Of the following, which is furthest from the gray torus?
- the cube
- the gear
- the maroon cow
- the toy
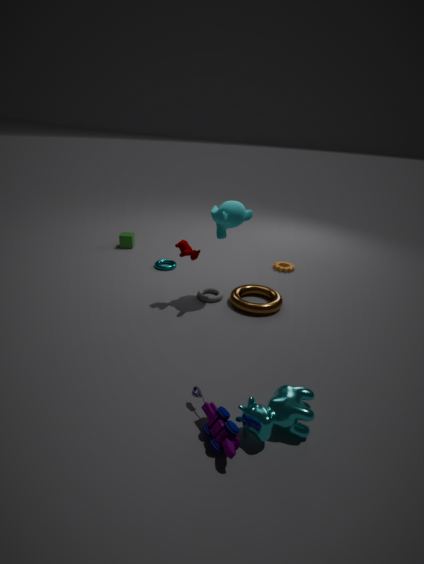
the cube
